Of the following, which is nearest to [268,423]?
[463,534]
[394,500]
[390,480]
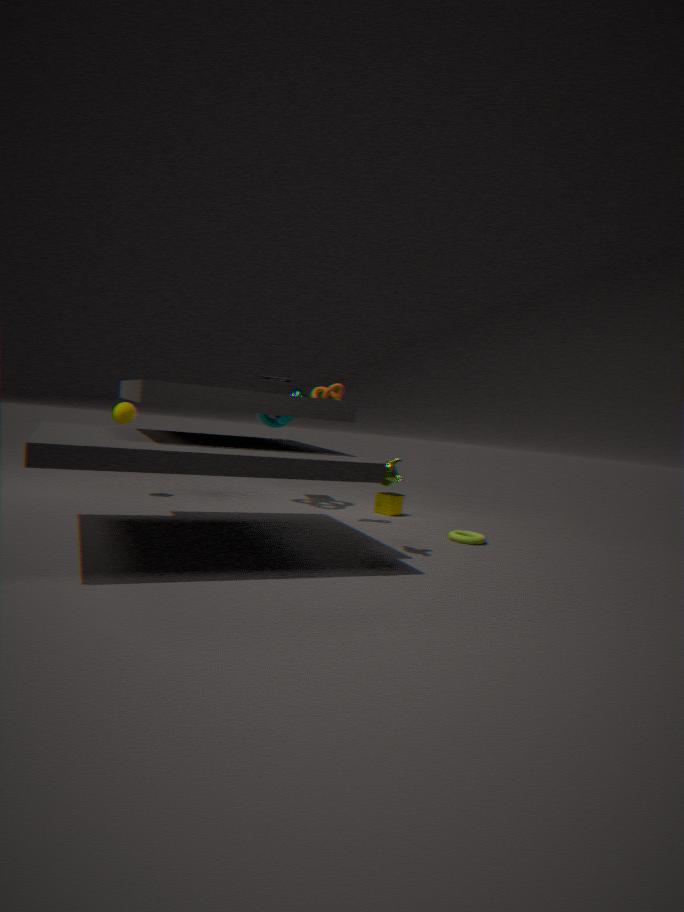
[394,500]
